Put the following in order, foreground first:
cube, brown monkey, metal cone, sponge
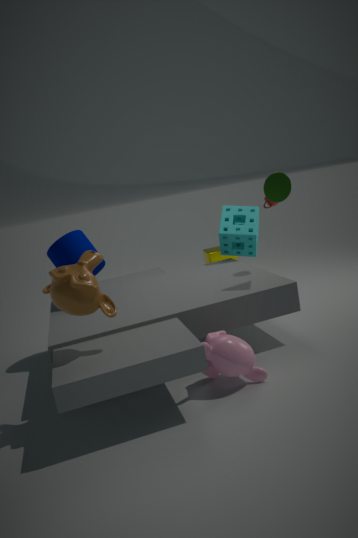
brown monkey < metal cone < sponge < cube
